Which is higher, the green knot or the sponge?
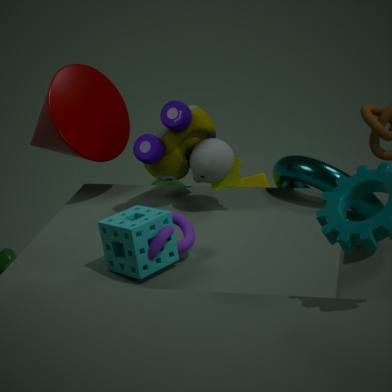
the sponge
